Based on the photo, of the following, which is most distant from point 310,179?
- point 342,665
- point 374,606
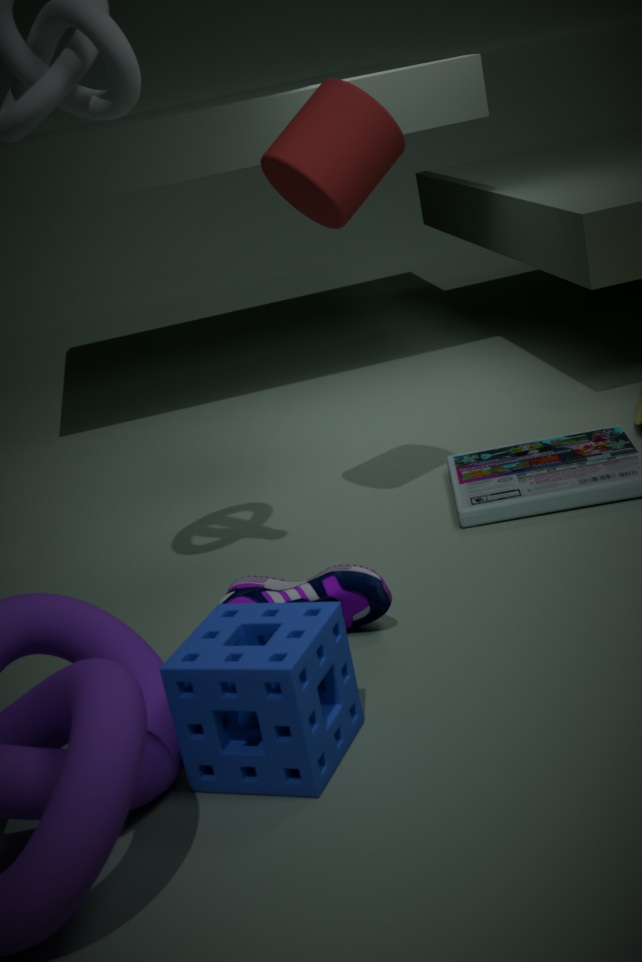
point 342,665
